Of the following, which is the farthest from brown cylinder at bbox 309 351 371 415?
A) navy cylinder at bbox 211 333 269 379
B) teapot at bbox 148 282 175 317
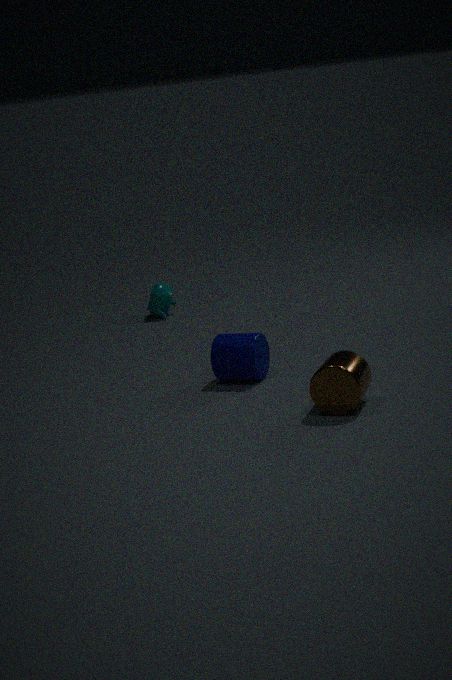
teapot at bbox 148 282 175 317
